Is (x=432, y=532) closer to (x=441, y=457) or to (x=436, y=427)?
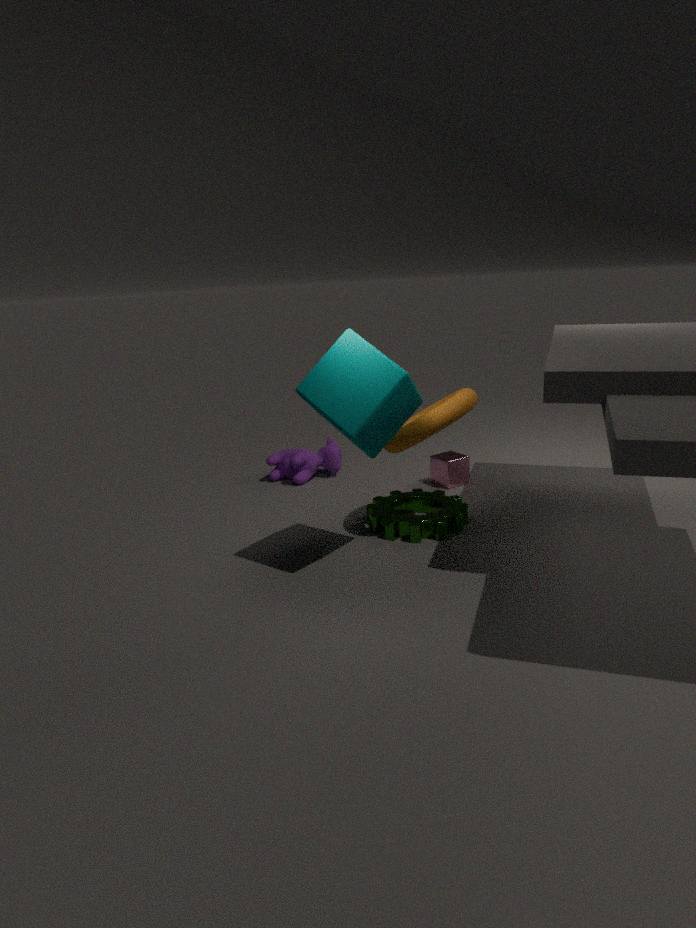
(x=436, y=427)
